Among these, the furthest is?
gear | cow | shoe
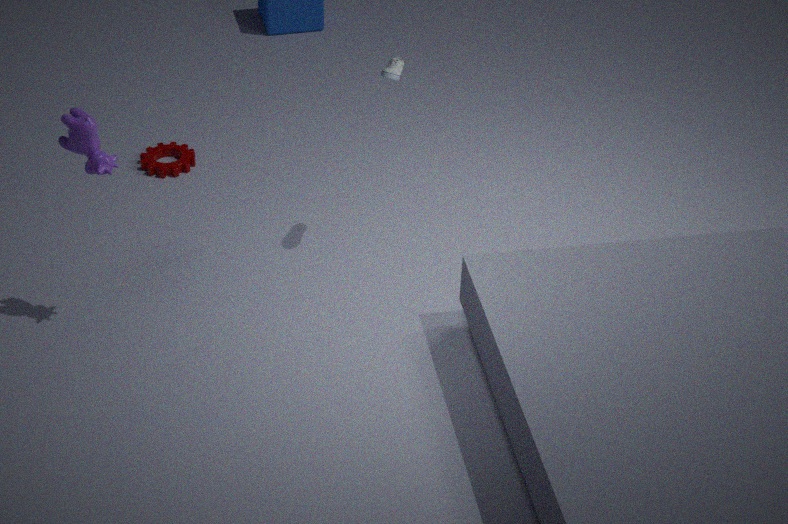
gear
